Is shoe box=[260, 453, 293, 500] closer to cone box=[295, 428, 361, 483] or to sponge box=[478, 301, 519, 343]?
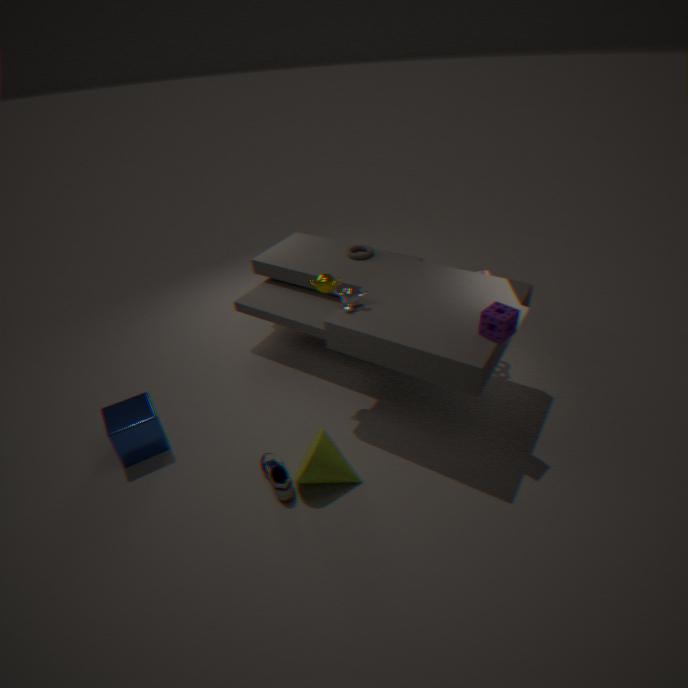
cone box=[295, 428, 361, 483]
